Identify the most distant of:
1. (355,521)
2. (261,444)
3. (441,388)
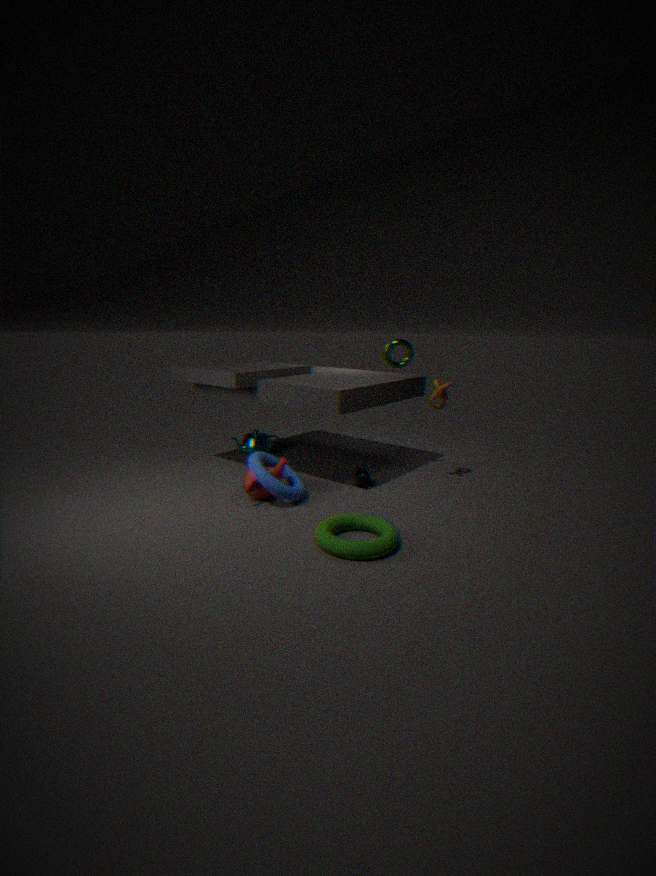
(261,444)
